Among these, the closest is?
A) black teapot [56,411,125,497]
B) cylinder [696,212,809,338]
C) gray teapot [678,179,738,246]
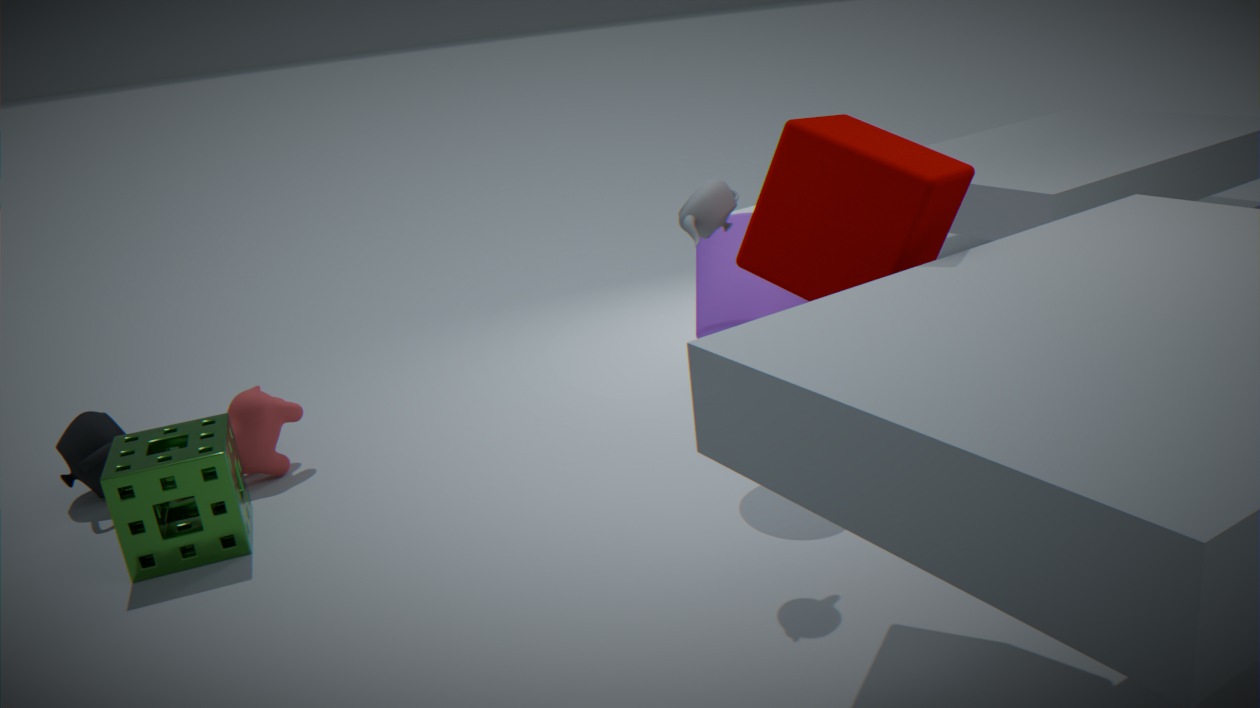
gray teapot [678,179,738,246]
